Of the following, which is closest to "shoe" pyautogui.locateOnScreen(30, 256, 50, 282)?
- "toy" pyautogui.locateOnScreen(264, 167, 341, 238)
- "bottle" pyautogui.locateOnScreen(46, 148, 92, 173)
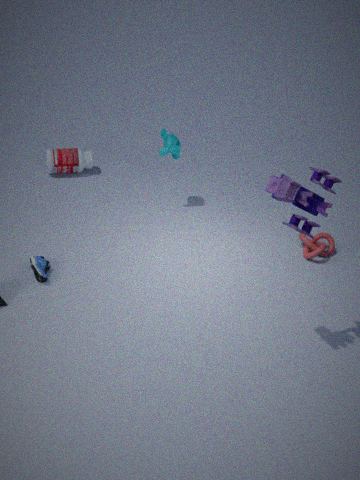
"bottle" pyautogui.locateOnScreen(46, 148, 92, 173)
